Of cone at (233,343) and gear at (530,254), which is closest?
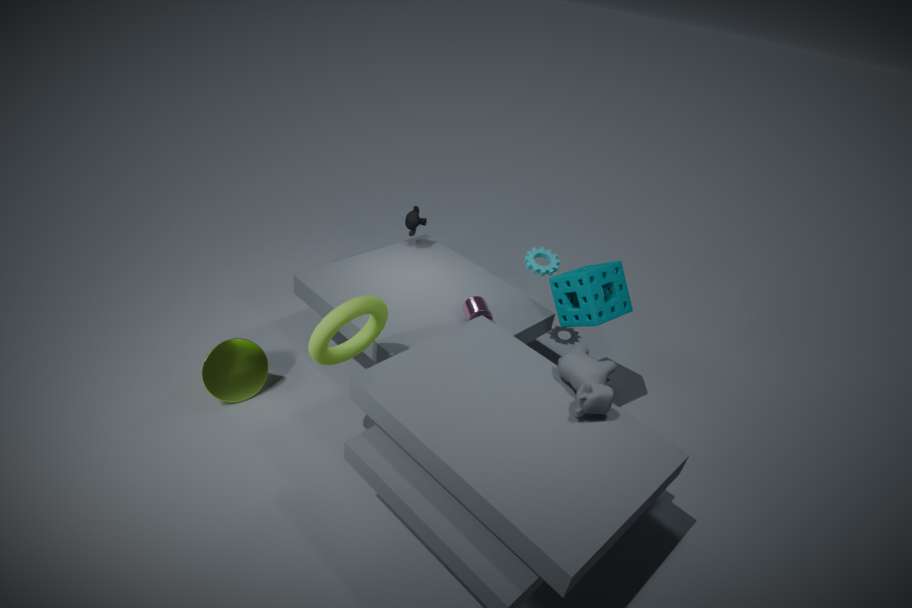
cone at (233,343)
